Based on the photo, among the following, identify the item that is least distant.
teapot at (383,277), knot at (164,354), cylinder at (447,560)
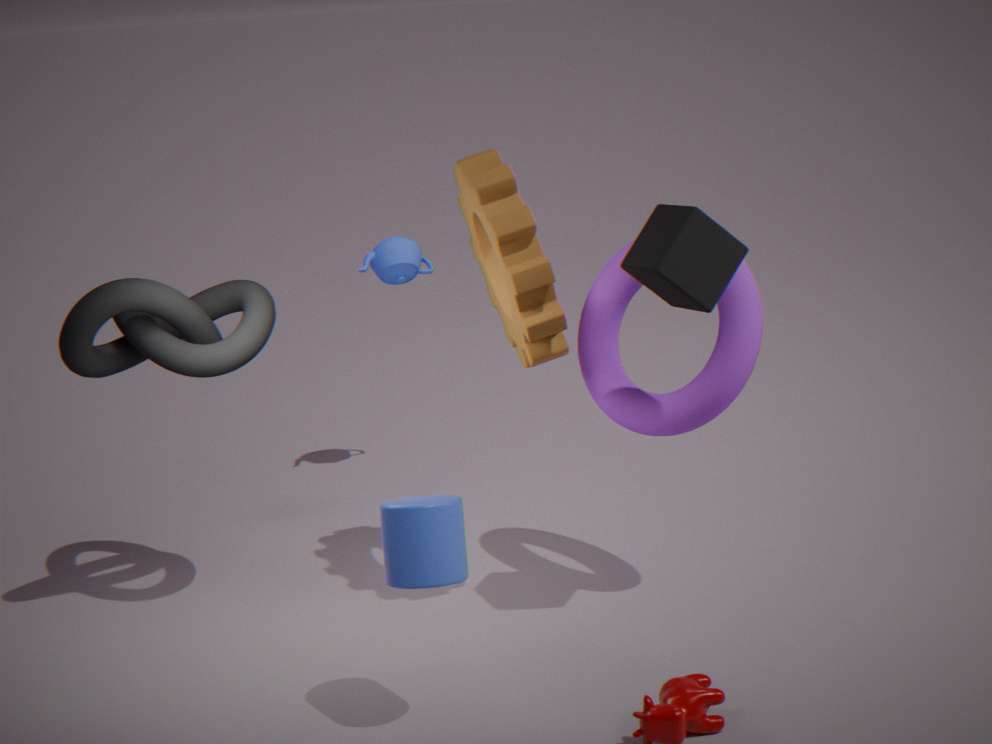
cylinder at (447,560)
